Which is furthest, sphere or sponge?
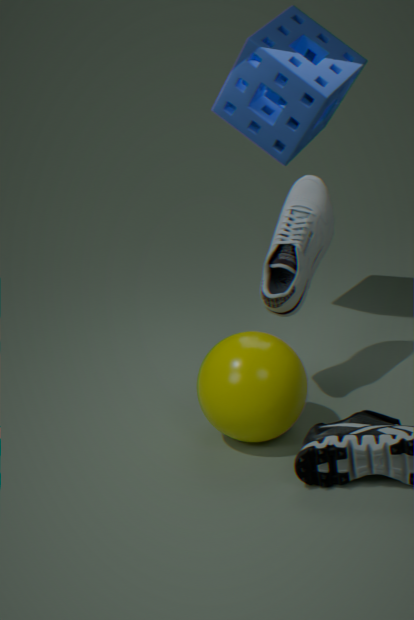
sponge
